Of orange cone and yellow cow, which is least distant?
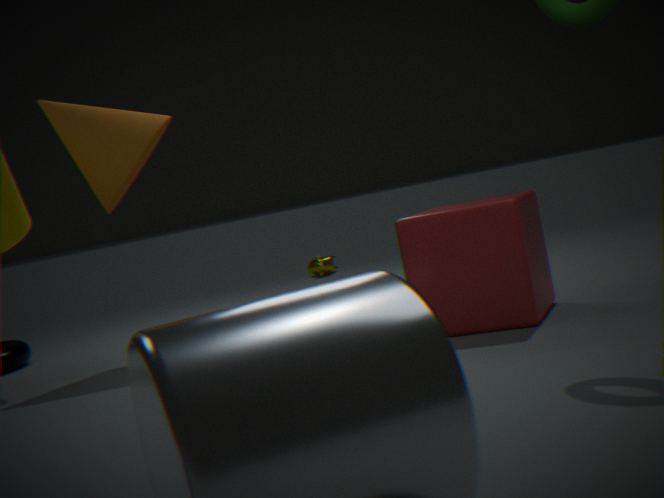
orange cone
